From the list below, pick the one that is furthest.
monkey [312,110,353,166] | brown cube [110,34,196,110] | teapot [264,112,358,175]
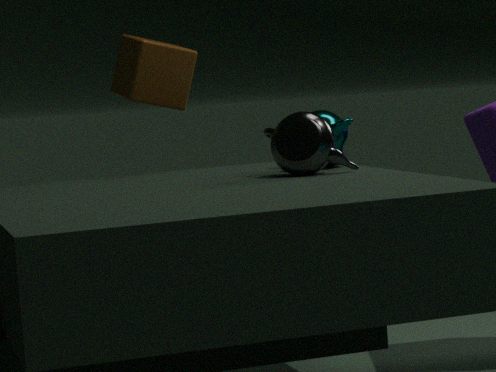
brown cube [110,34,196,110]
